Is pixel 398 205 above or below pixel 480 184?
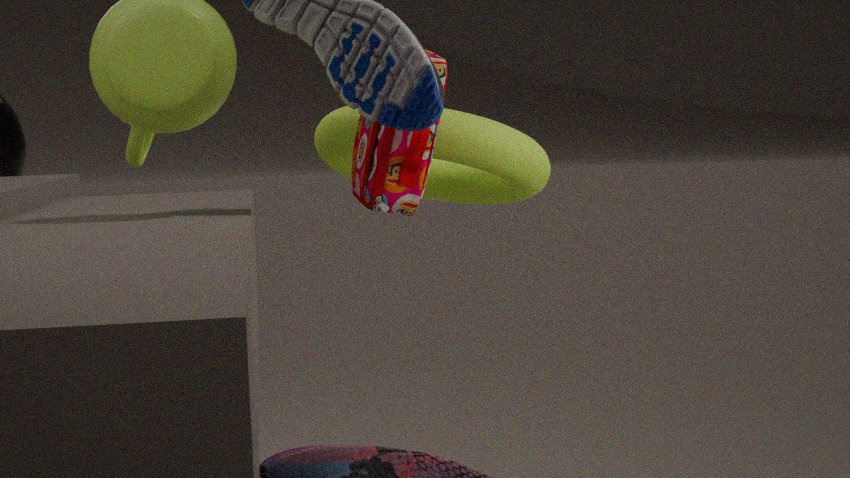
above
